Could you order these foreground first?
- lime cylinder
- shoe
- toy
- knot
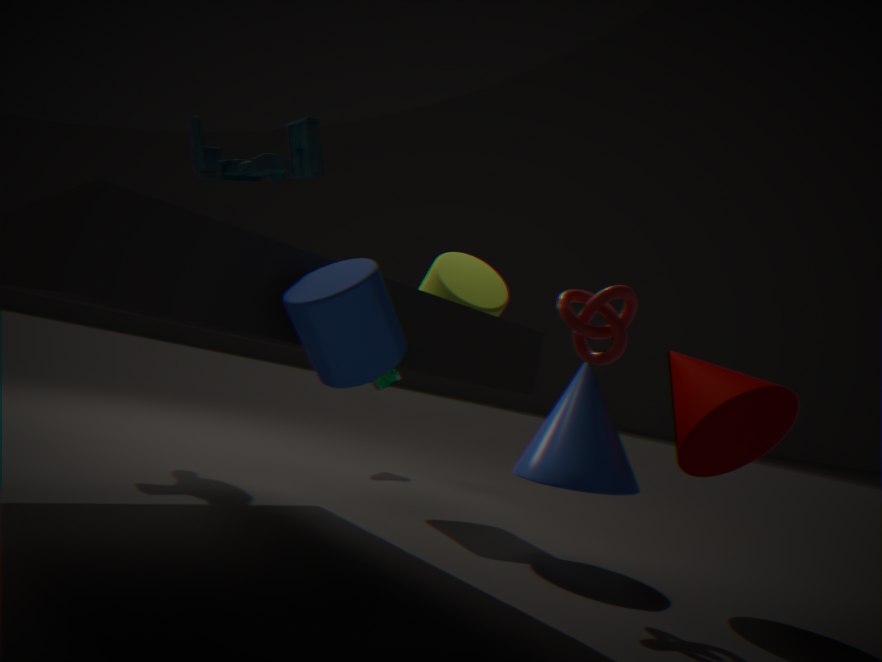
toy, knot, lime cylinder, shoe
